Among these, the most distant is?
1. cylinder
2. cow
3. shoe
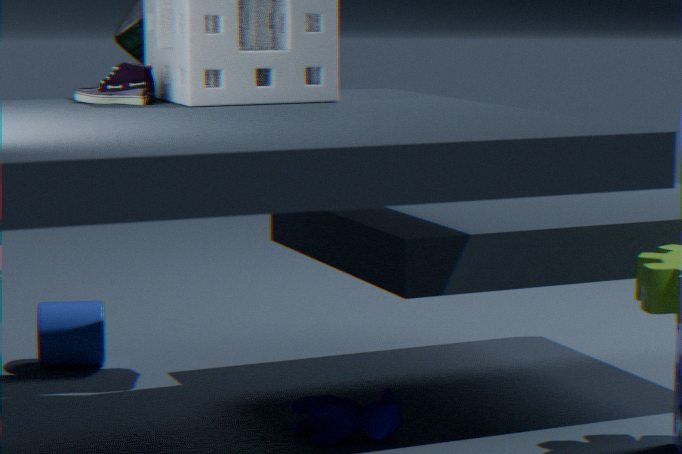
cylinder
